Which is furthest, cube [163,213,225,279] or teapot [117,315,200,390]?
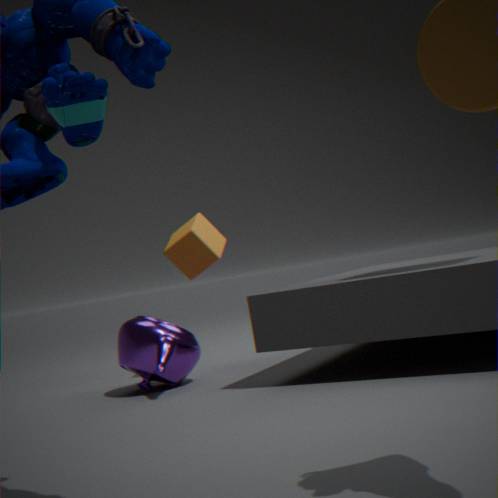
cube [163,213,225,279]
